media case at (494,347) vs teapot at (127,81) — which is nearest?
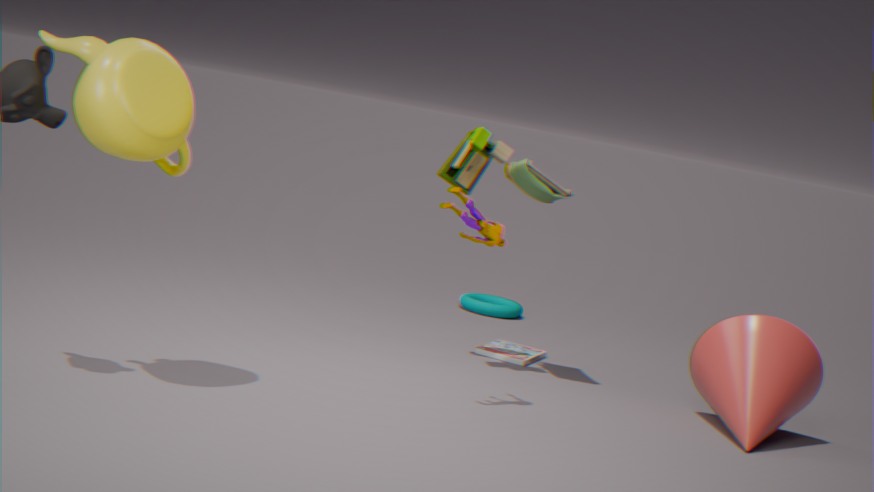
teapot at (127,81)
